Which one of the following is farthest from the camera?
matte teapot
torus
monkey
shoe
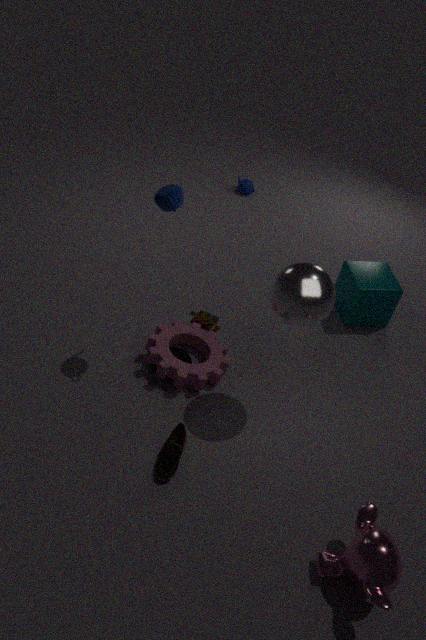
matte teapot
